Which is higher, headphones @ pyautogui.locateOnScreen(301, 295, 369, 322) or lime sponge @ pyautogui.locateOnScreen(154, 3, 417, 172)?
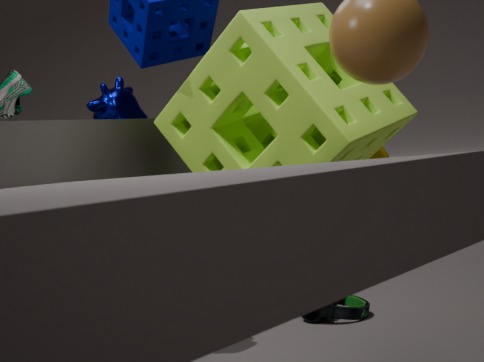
lime sponge @ pyautogui.locateOnScreen(154, 3, 417, 172)
